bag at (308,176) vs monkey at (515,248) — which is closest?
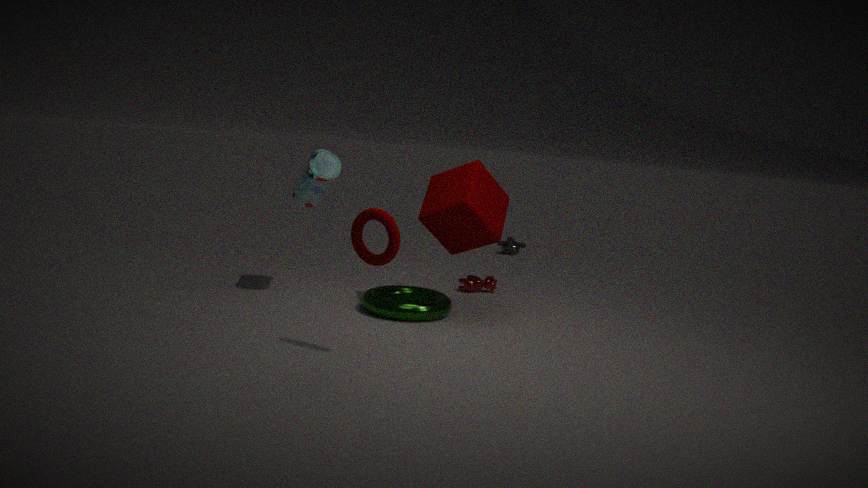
bag at (308,176)
